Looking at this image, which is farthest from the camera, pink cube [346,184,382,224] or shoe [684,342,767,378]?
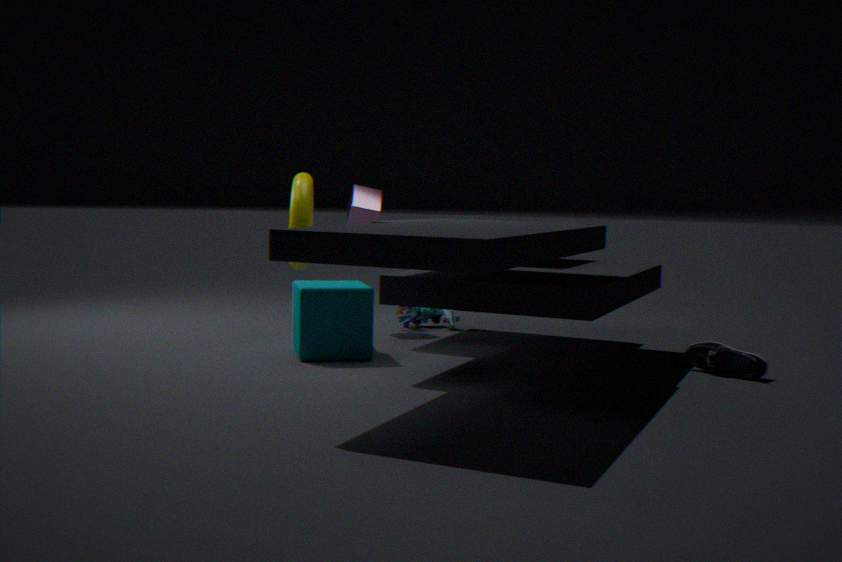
pink cube [346,184,382,224]
